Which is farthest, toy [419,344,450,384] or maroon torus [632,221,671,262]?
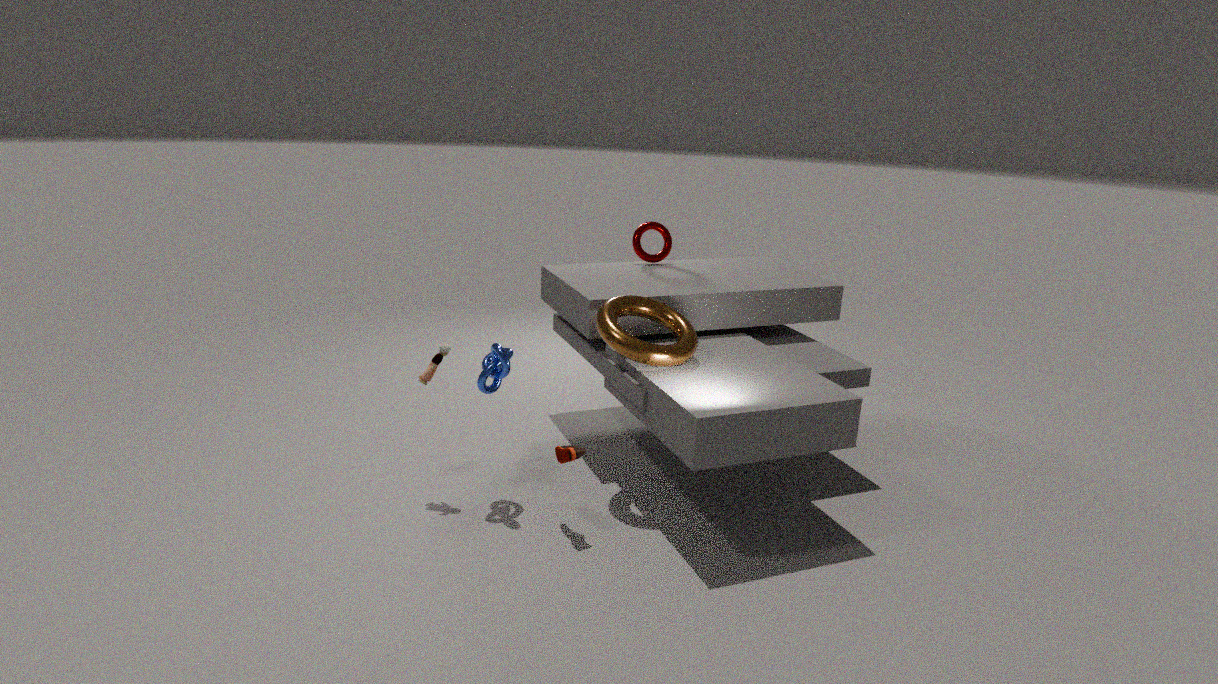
maroon torus [632,221,671,262]
